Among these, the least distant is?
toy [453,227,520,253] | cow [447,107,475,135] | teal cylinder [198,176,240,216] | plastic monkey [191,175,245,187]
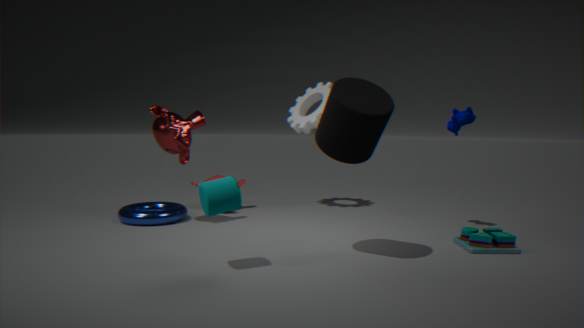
teal cylinder [198,176,240,216]
